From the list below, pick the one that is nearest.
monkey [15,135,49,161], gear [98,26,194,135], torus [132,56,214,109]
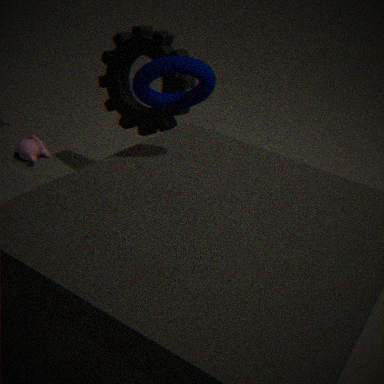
torus [132,56,214,109]
